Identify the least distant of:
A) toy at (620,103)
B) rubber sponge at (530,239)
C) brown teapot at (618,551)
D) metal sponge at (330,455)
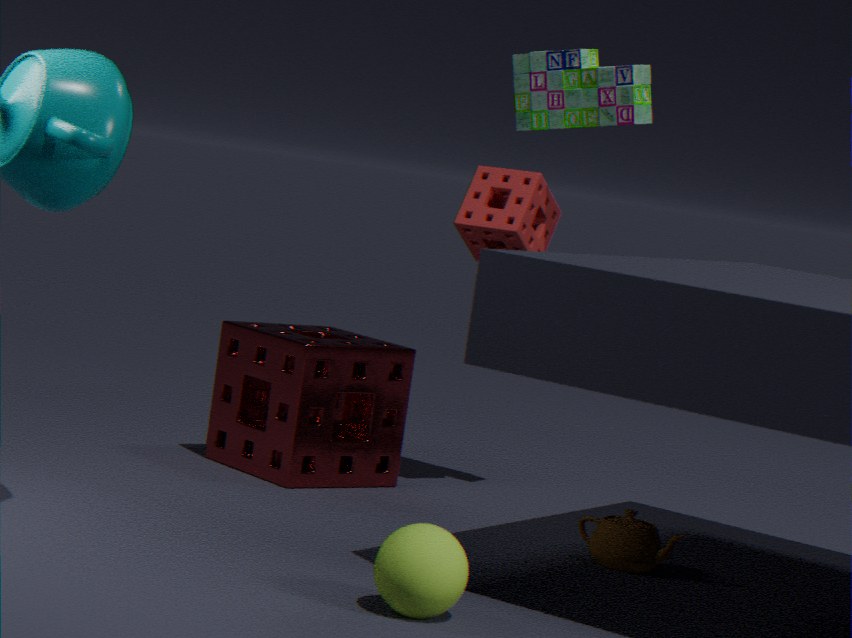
brown teapot at (618,551)
